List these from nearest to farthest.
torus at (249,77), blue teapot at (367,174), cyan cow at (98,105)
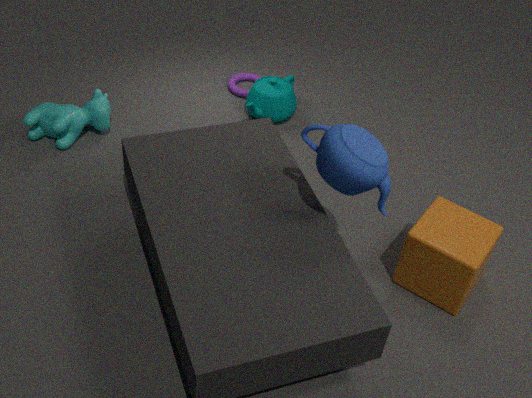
1. blue teapot at (367,174)
2. cyan cow at (98,105)
3. torus at (249,77)
